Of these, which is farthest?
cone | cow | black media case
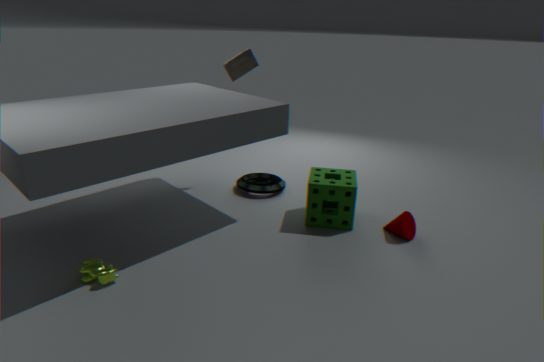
black media case
